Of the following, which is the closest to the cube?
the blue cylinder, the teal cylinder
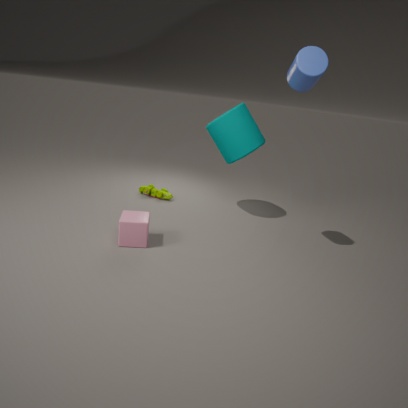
the teal cylinder
